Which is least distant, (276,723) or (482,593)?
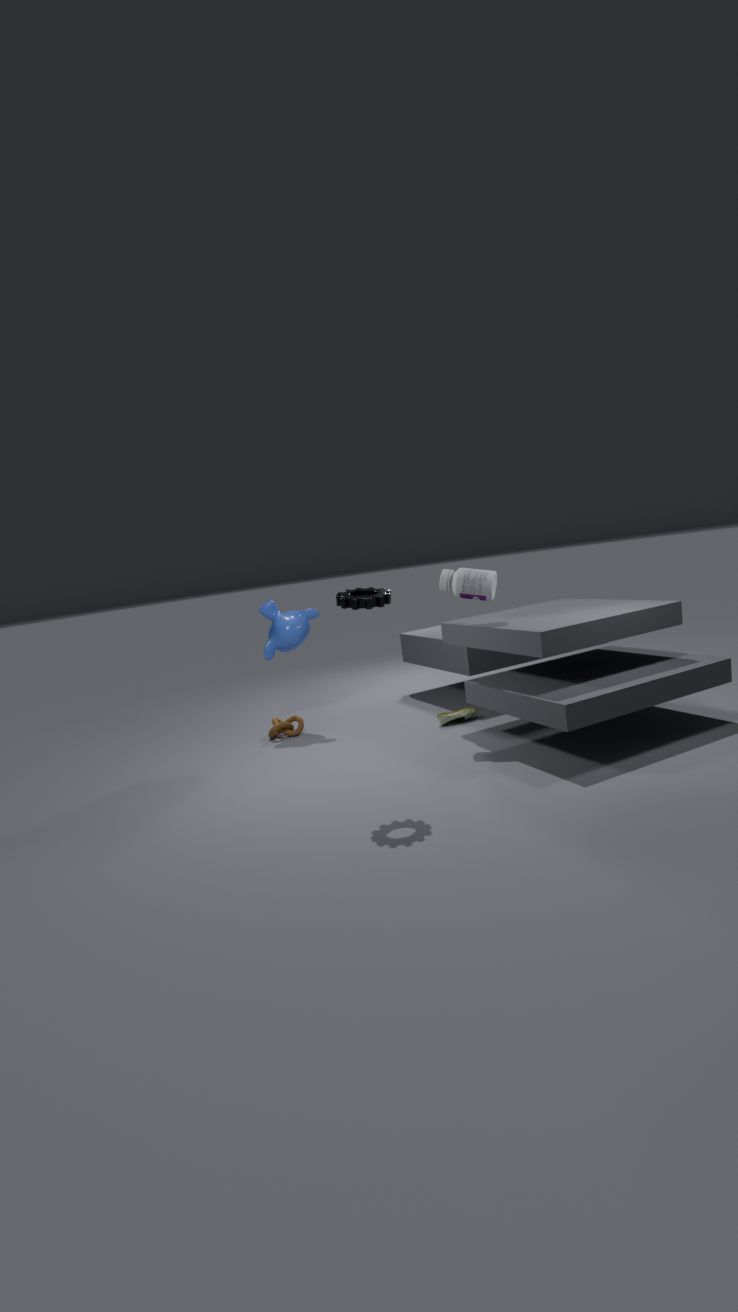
(482,593)
